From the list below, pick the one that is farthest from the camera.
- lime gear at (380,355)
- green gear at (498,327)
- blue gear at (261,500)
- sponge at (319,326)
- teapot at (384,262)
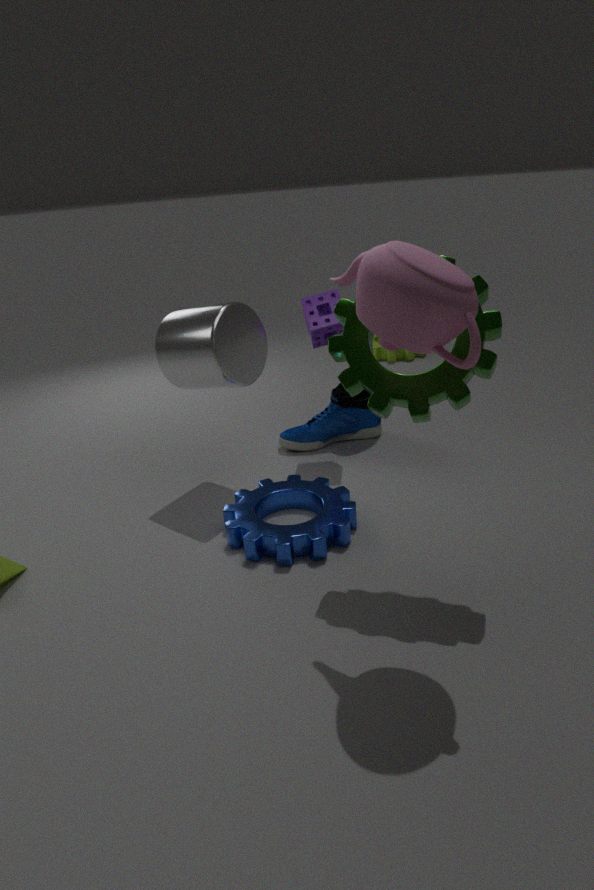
lime gear at (380,355)
